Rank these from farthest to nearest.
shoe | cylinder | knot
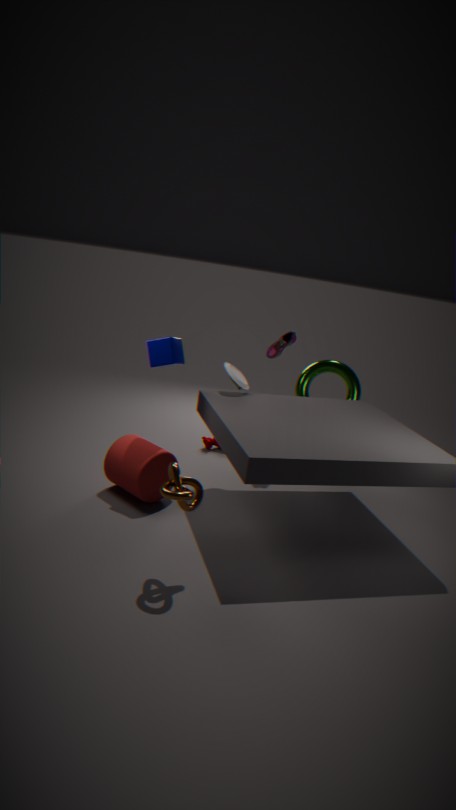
1. shoe
2. cylinder
3. knot
